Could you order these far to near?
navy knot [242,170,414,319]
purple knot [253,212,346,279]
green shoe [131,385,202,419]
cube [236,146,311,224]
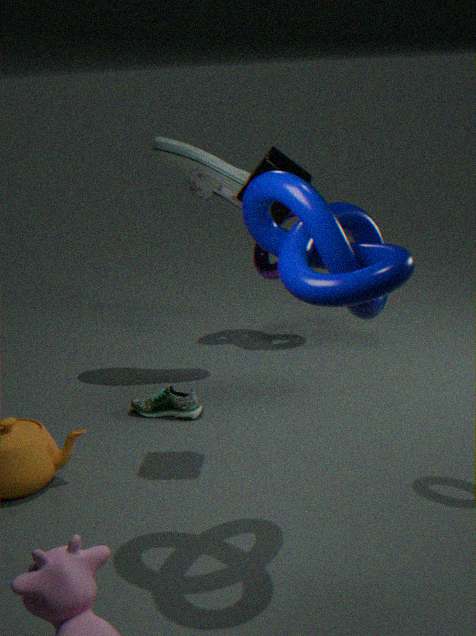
purple knot [253,212,346,279] < green shoe [131,385,202,419] < cube [236,146,311,224] < navy knot [242,170,414,319]
